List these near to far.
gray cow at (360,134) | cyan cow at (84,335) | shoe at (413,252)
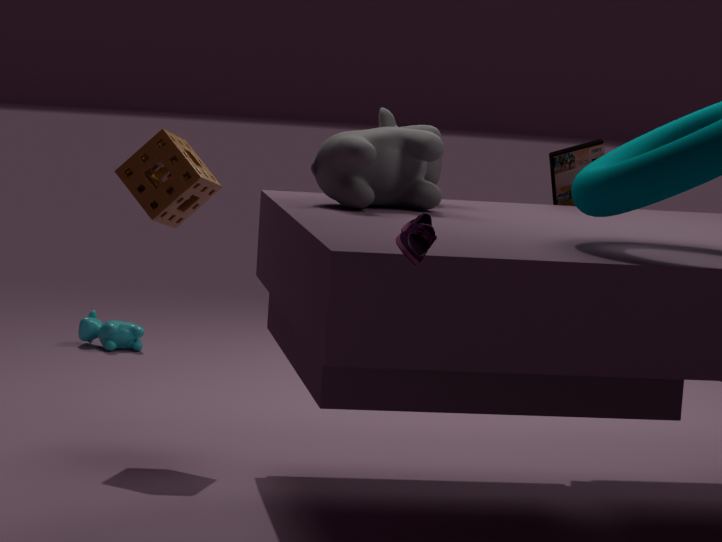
shoe at (413,252) → gray cow at (360,134) → cyan cow at (84,335)
